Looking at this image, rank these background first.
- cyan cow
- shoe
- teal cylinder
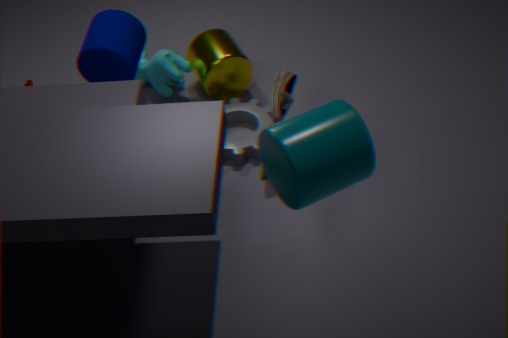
cyan cow
shoe
teal cylinder
